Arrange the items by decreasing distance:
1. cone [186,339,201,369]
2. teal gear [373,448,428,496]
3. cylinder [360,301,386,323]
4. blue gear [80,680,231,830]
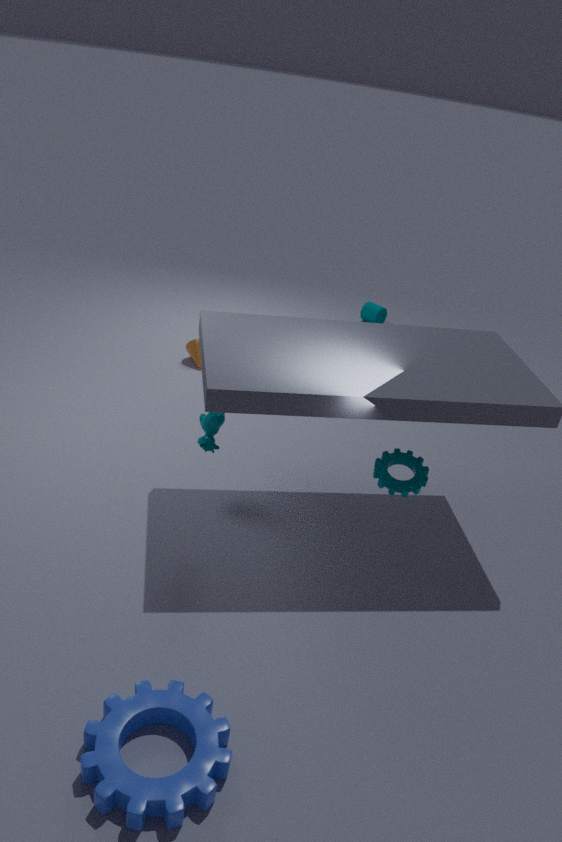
1. cylinder [360,301,386,323]
2. cone [186,339,201,369]
3. teal gear [373,448,428,496]
4. blue gear [80,680,231,830]
